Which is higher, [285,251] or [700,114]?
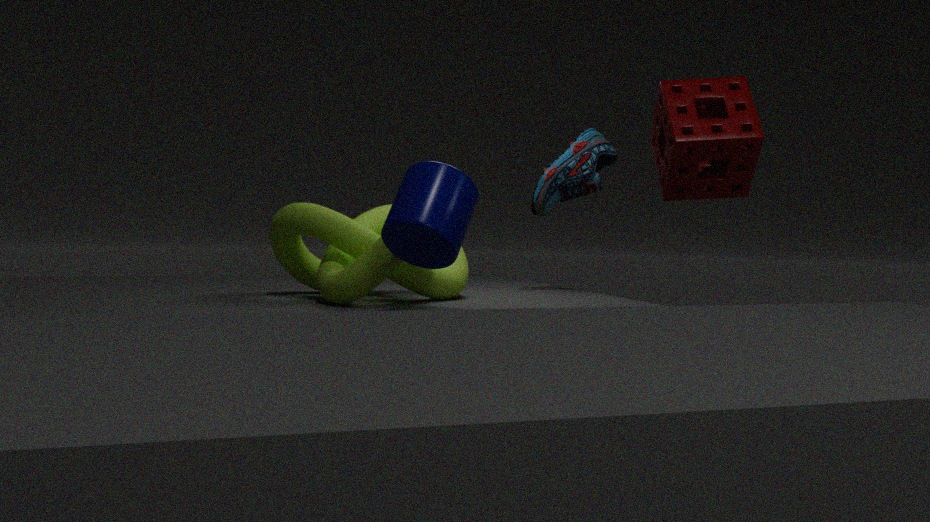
[700,114]
